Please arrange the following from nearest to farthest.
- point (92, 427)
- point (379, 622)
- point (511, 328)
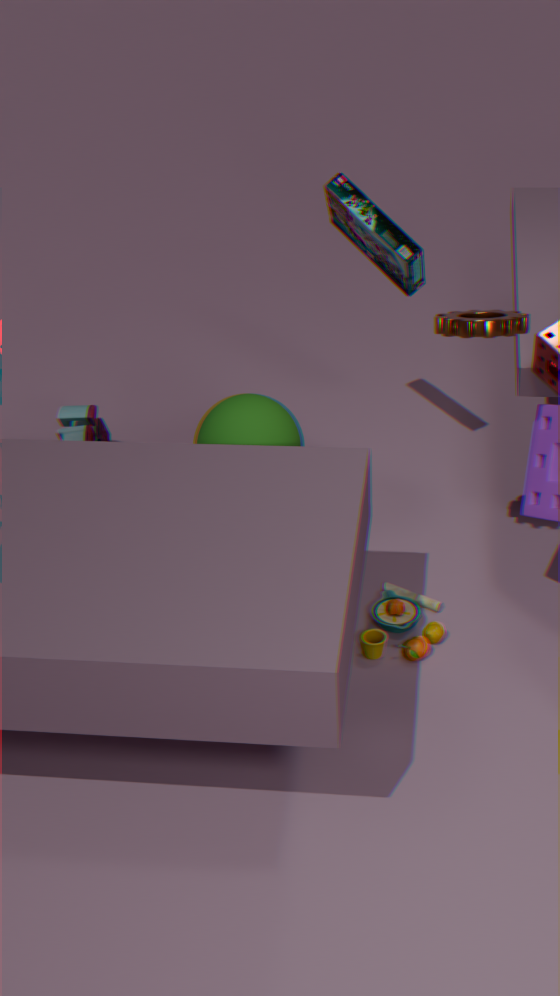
point (511, 328) → point (379, 622) → point (92, 427)
